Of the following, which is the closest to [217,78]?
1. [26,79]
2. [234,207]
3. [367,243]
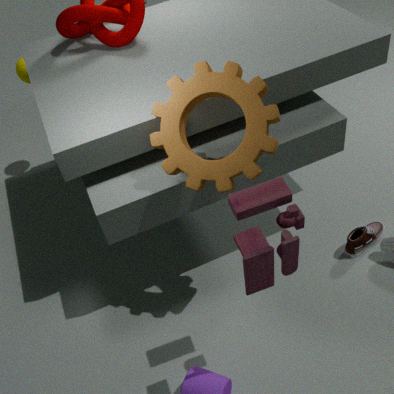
[234,207]
